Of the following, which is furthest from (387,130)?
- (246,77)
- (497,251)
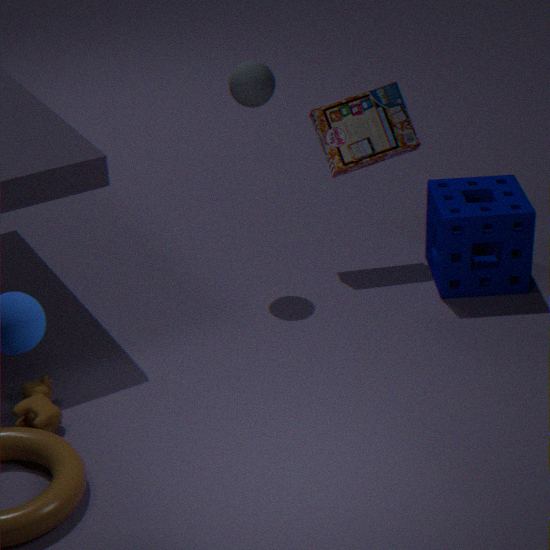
(497,251)
